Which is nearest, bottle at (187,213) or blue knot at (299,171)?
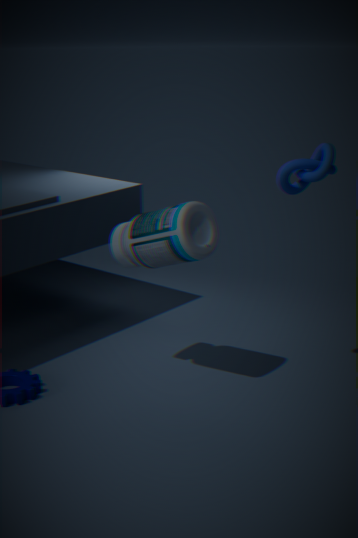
bottle at (187,213)
